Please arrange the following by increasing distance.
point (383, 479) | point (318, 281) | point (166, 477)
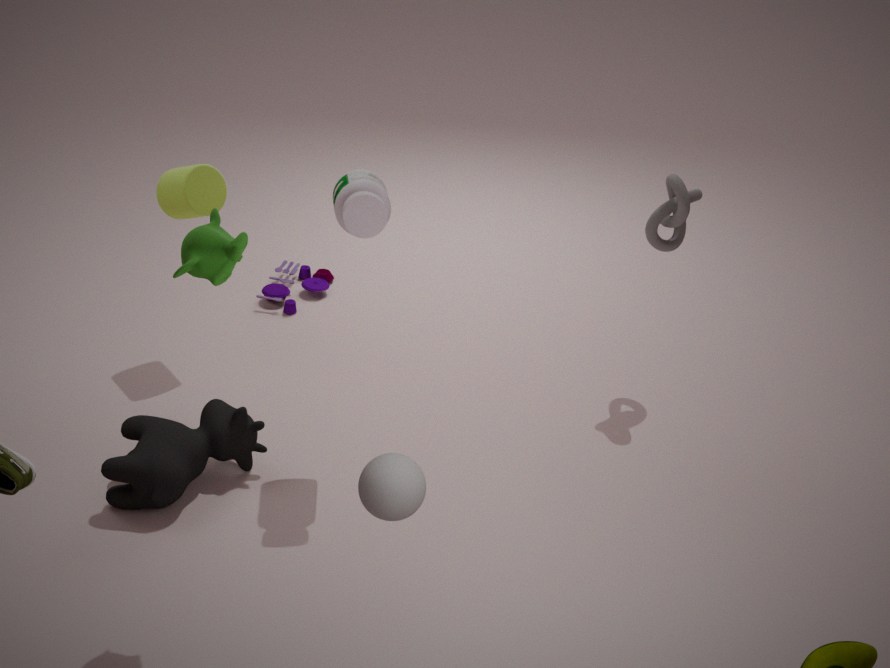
point (383, 479) < point (166, 477) < point (318, 281)
